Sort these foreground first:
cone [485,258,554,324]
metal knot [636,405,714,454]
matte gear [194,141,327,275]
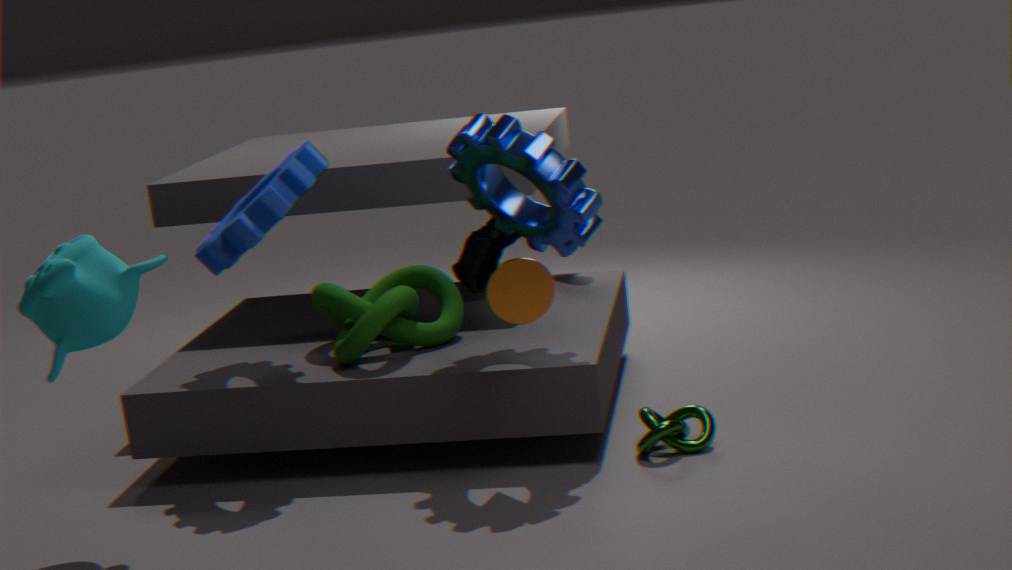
1. cone [485,258,554,324]
2. metal knot [636,405,714,454]
3. matte gear [194,141,327,275]
